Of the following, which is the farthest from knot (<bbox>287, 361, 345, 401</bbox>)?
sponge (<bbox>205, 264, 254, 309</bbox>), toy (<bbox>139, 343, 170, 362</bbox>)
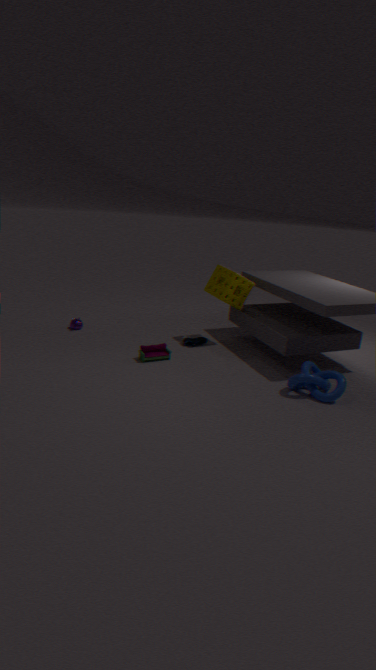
toy (<bbox>139, 343, 170, 362</bbox>)
